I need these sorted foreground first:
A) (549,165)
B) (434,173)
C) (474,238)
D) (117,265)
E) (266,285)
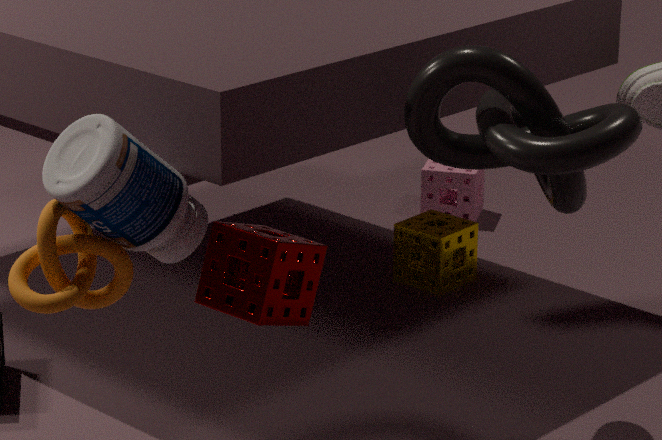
(266,285), (549,165), (117,265), (474,238), (434,173)
